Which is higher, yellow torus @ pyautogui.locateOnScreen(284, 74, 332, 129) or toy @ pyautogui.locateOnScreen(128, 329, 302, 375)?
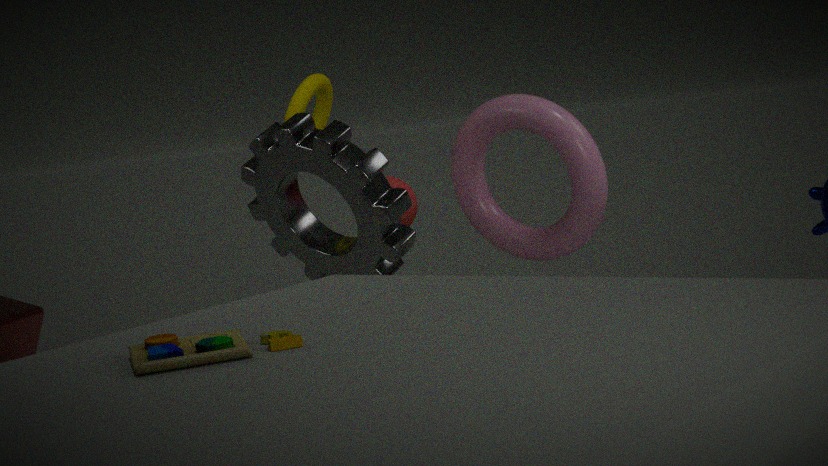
yellow torus @ pyautogui.locateOnScreen(284, 74, 332, 129)
